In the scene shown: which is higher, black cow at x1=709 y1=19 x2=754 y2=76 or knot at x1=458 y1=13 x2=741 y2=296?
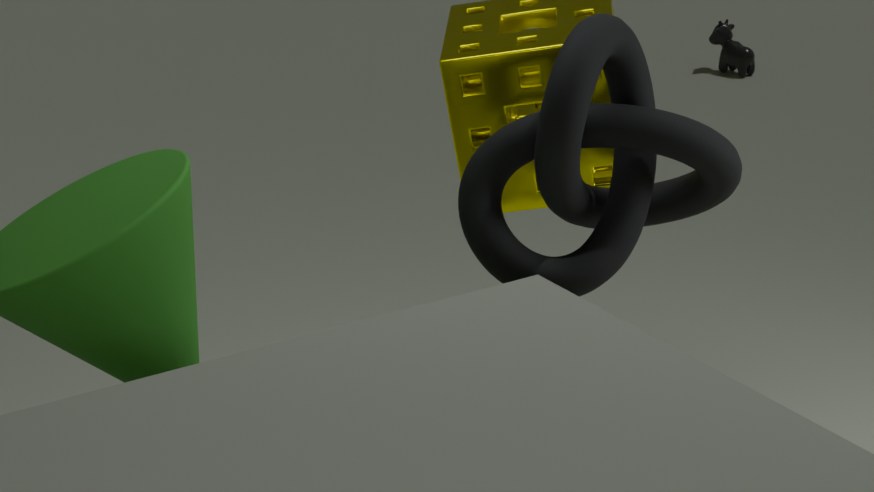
knot at x1=458 y1=13 x2=741 y2=296
